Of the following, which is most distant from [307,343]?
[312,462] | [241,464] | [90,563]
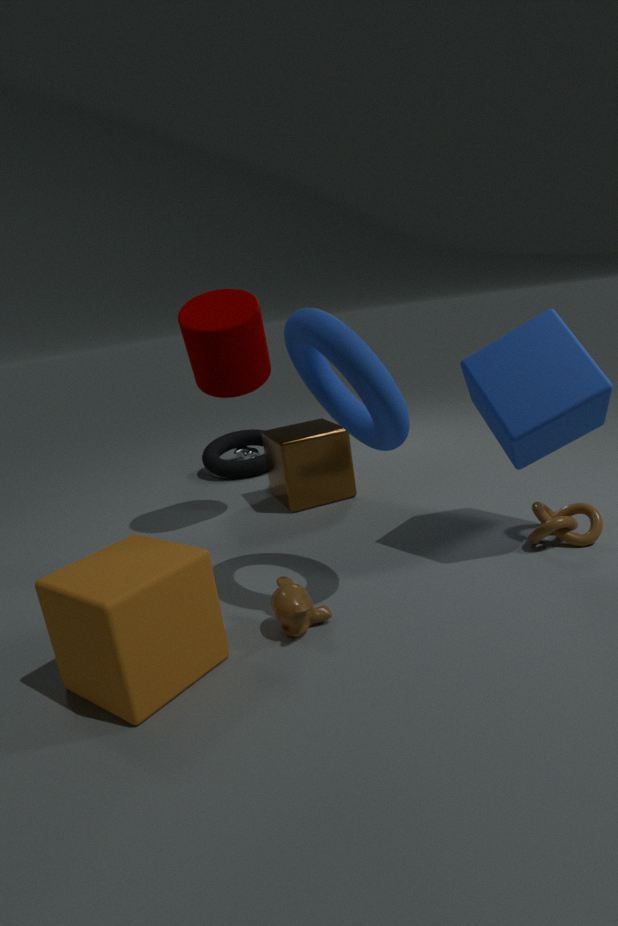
[241,464]
